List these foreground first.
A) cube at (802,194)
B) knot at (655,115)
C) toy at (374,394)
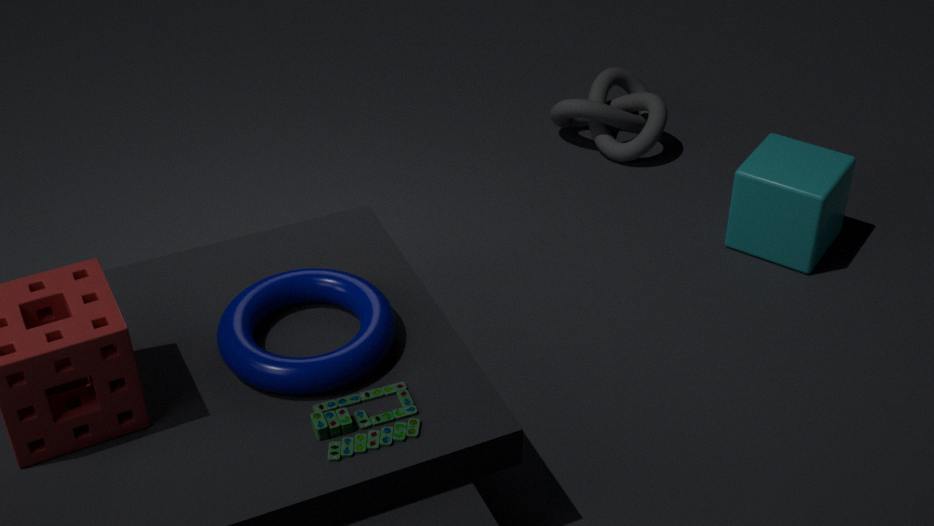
1. toy at (374,394)
2. cube at (802,194)
3. knot at (655,115)
